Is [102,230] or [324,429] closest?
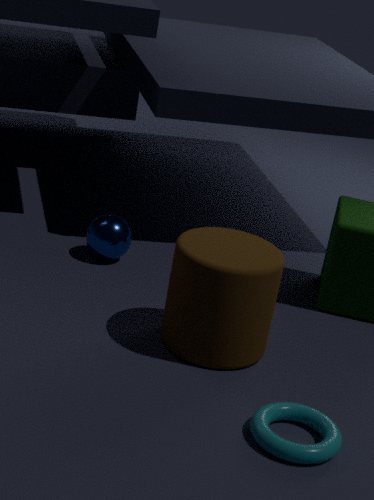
[324,429]
